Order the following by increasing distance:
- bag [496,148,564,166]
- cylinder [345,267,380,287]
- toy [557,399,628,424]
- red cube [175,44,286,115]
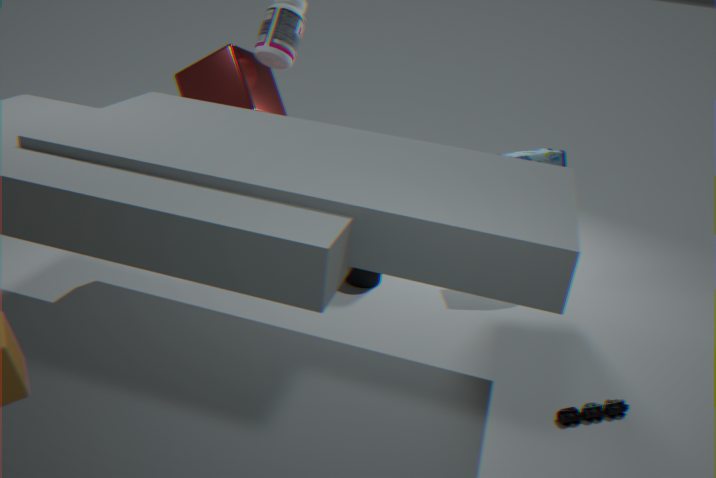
toy [557,399,628,424], bag [496,148,564,166], red cube [175,44,286,115], cylinder [345,267,380,287]
